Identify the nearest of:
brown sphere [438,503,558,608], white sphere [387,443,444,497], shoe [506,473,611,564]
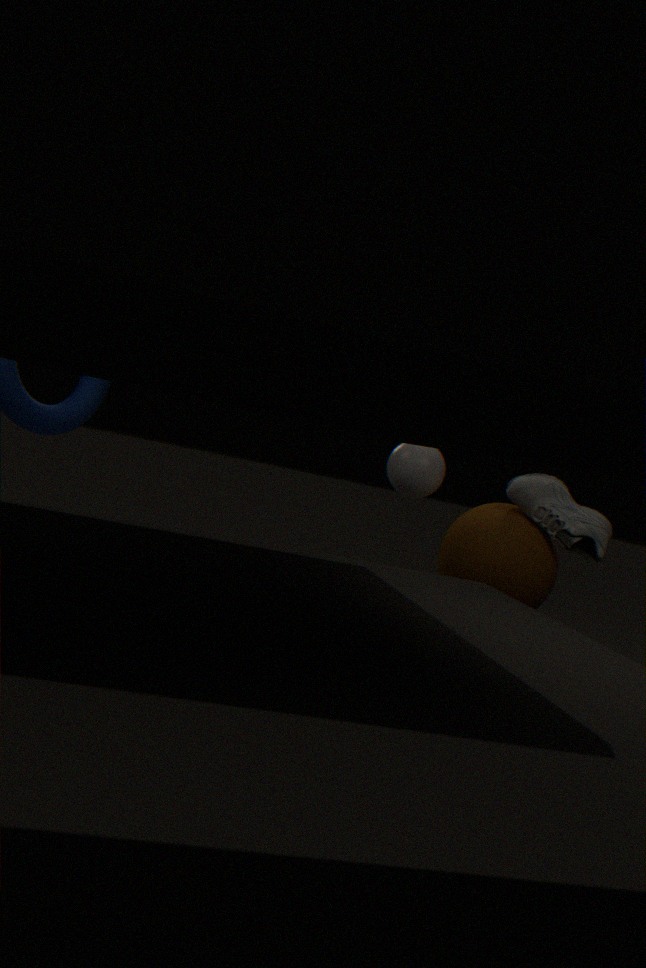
brown sphere [438,503,558,608]
